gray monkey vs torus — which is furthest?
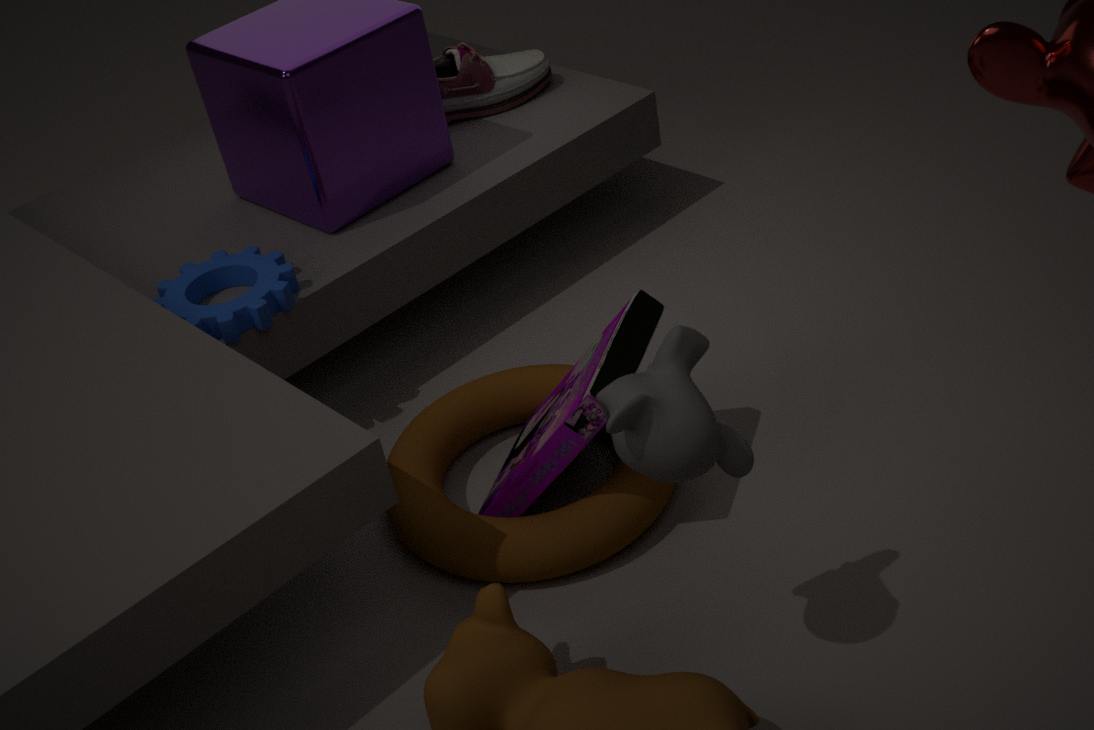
torus
